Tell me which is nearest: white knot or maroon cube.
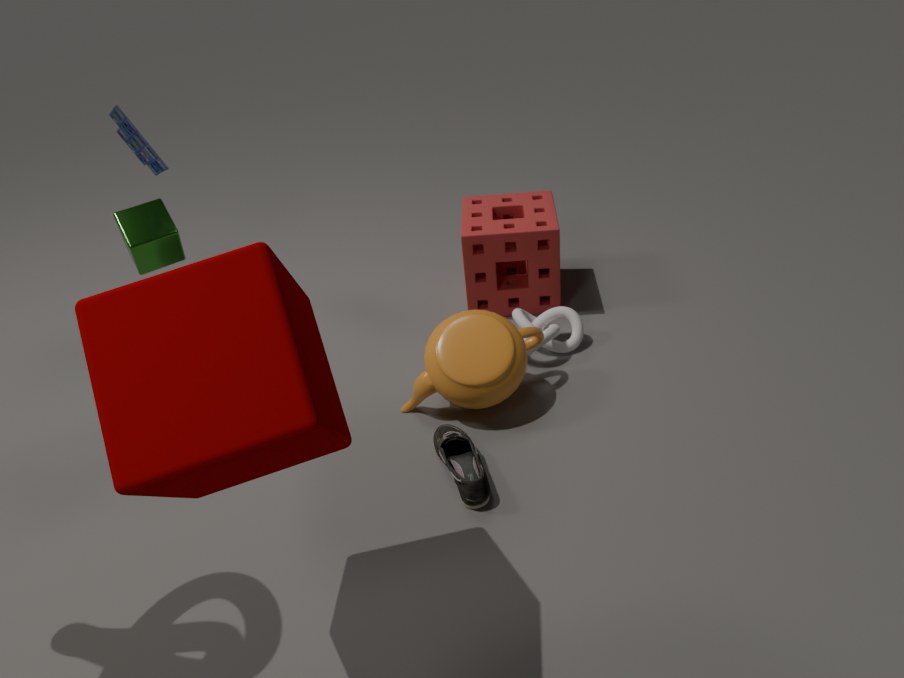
maroon cube
